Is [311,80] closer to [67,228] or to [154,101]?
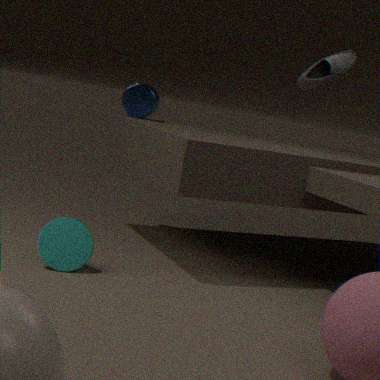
[154,101]
